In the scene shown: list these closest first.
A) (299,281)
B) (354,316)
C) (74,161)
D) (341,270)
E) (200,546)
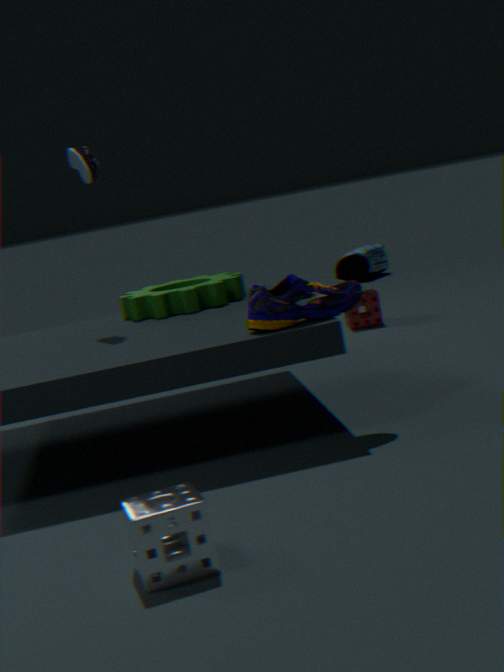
(200,546) → (299,281) → (74,161) → (354,316) → (341,270)
